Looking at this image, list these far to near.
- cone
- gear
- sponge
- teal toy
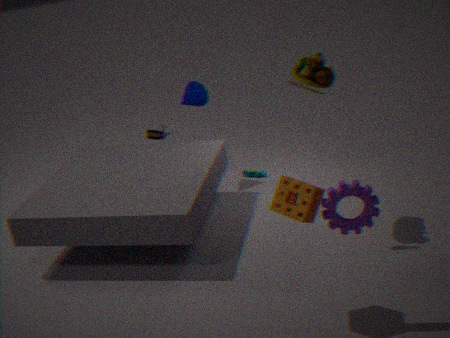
teal toy
cone
sponge
gear
